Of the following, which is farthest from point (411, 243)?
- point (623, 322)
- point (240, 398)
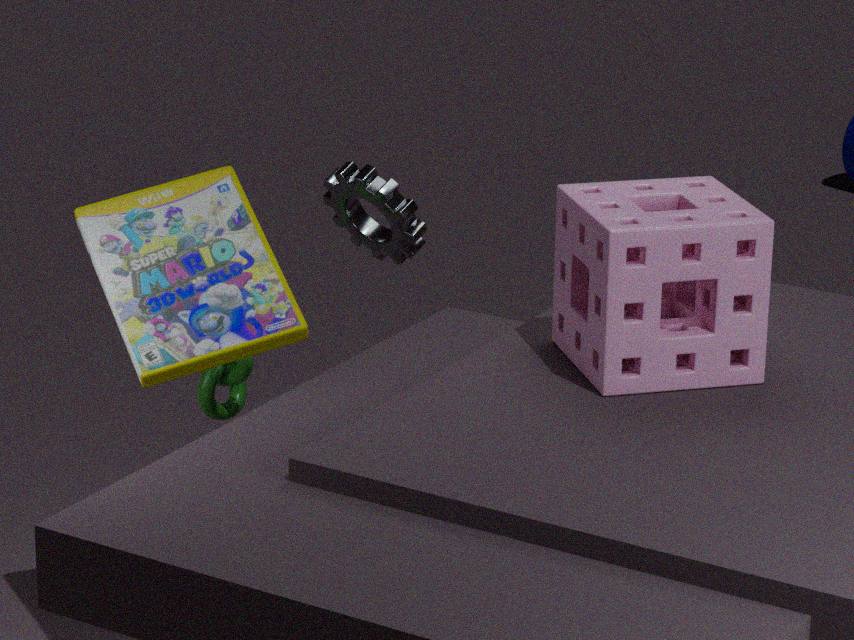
point (623, 322)
